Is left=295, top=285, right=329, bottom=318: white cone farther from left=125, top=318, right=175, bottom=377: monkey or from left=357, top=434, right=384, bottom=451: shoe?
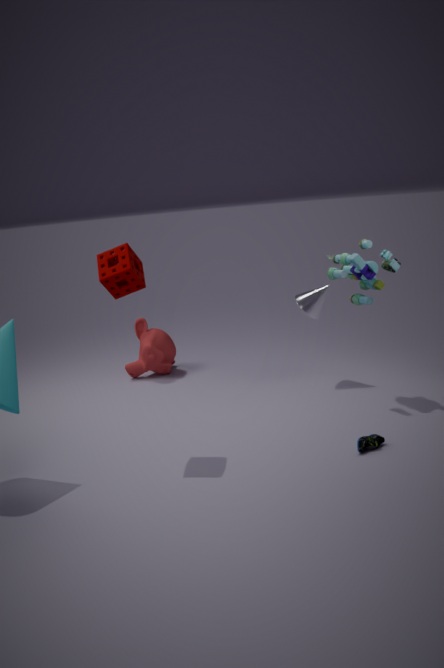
left=357, top=434, right=384, bottom=451: shoe
